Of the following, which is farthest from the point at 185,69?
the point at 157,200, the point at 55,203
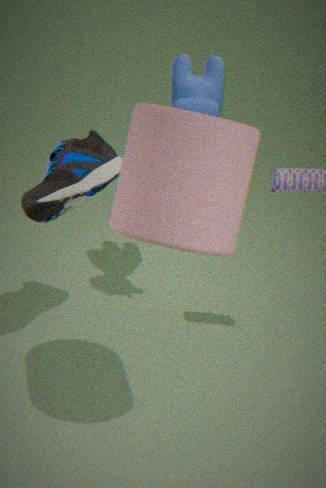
the point at 157,200
